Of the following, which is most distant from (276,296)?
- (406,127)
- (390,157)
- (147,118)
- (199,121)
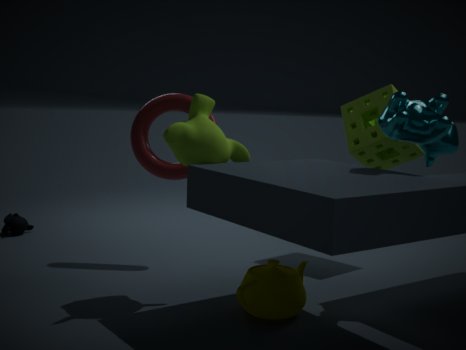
(390,157)
